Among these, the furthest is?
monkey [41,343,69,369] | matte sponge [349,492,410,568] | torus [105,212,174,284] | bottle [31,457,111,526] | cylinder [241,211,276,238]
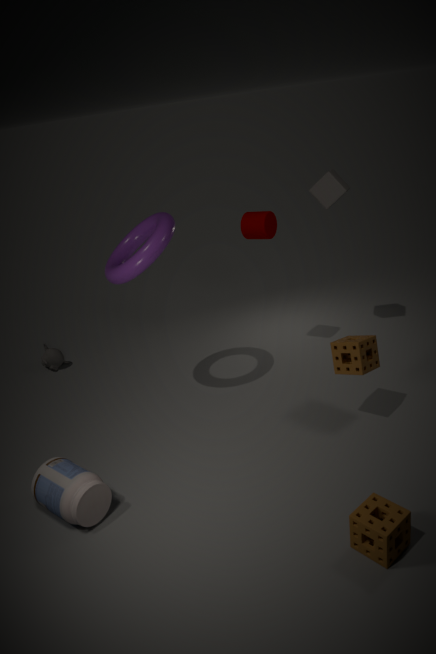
monkey [41,343,69,369]
